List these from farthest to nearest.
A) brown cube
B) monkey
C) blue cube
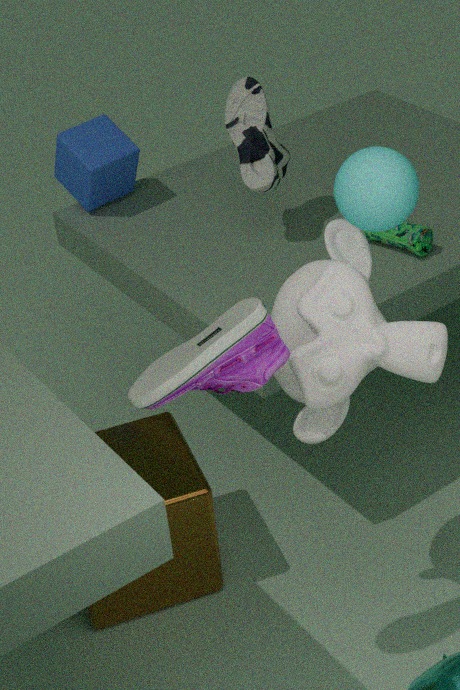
1. blue cube
2. brown cube
3. monkey
